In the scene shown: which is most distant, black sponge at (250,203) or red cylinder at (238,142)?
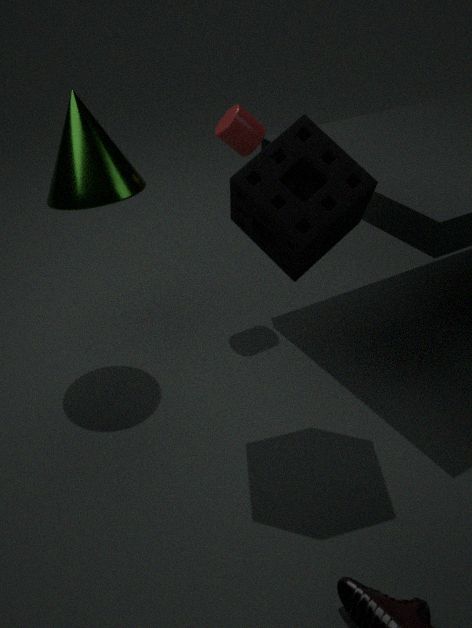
red cylinder at (238,142)
